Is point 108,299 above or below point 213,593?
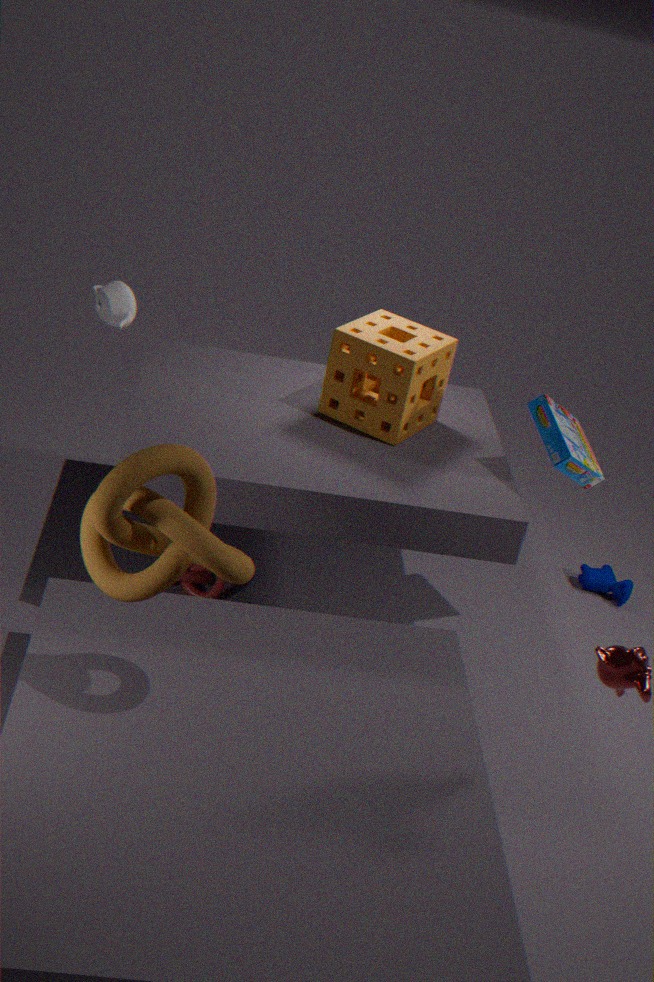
above
